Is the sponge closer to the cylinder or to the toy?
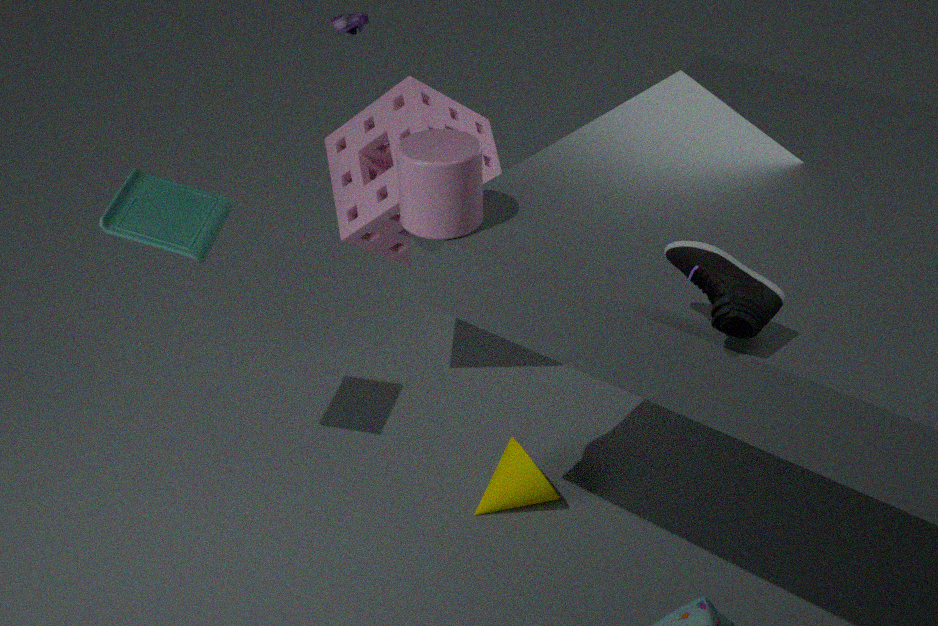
the toy
